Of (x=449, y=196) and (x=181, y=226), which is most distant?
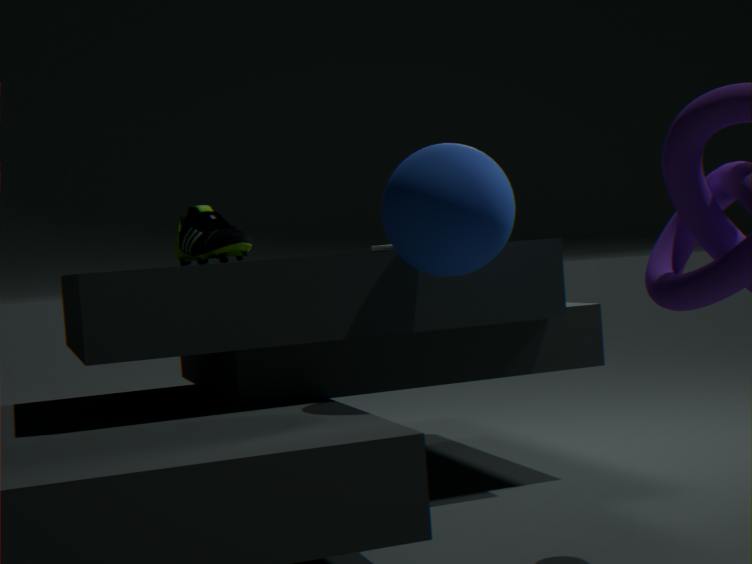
(x=181, y=226)
